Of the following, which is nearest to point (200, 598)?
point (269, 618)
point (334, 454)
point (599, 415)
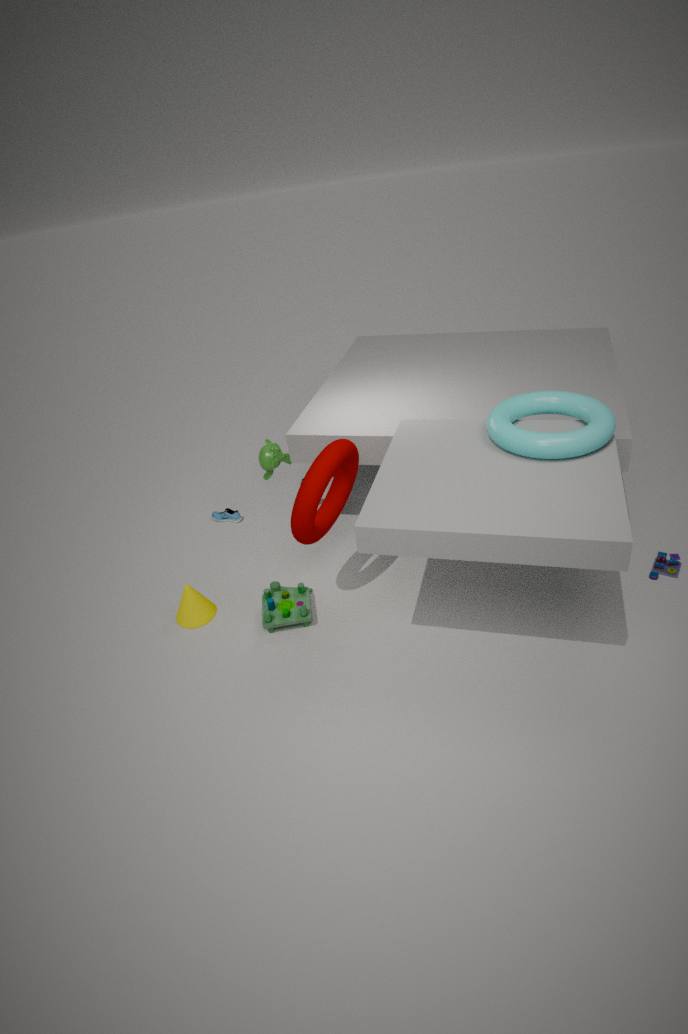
point (269, 618)
